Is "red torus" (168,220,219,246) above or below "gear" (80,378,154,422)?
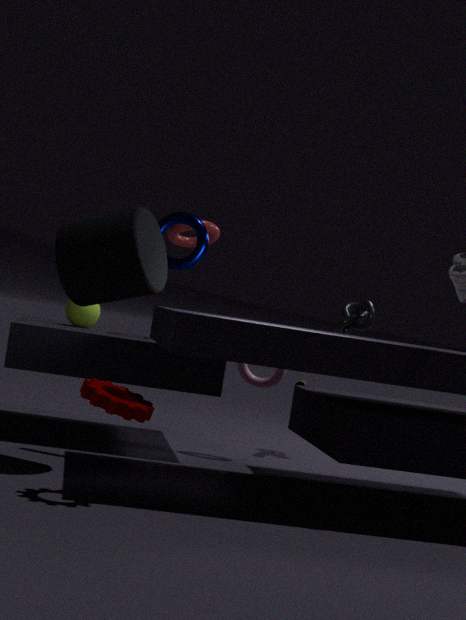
above
